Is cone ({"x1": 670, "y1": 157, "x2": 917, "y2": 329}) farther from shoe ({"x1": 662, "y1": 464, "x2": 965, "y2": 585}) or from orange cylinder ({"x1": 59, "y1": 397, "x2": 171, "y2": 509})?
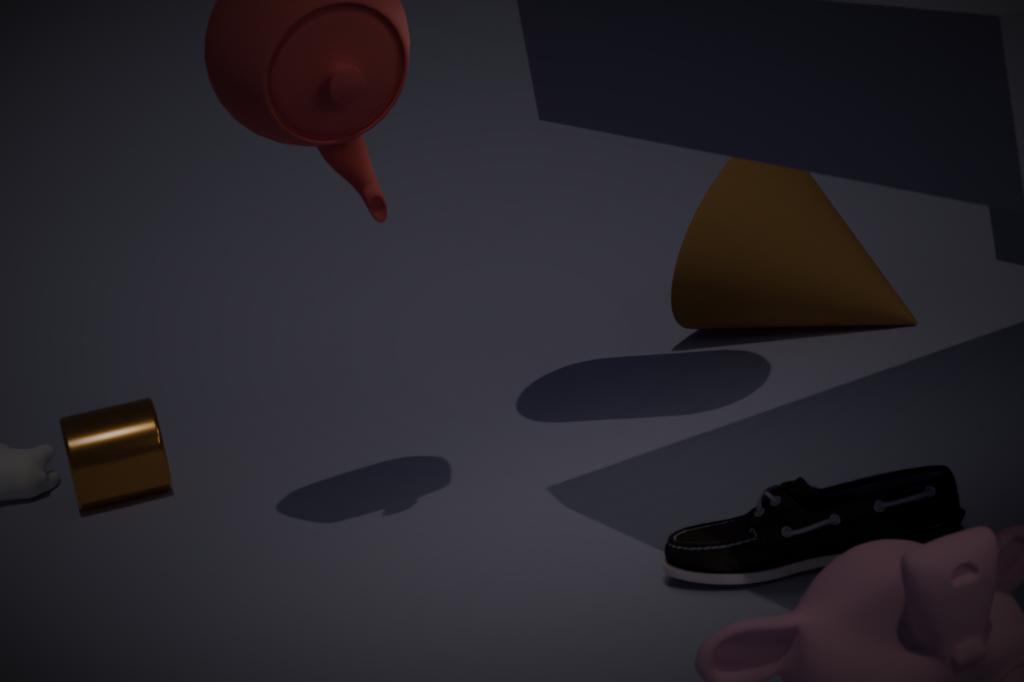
shoe ({"x1": 662, "y1": 464, "x2": 965, "y2": 585})
